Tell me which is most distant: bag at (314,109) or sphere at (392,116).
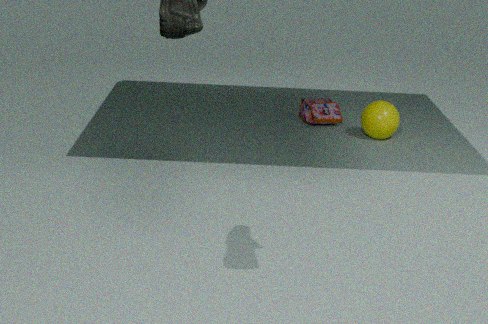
bag at (314,109)
